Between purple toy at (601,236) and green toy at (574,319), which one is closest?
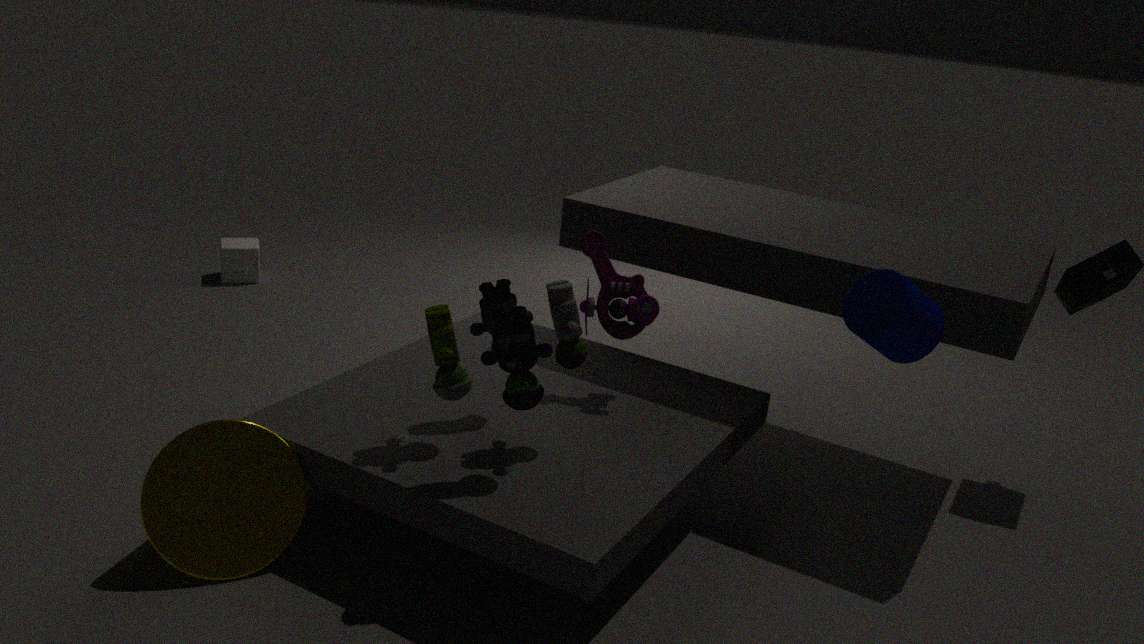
green toy at (574,319)
